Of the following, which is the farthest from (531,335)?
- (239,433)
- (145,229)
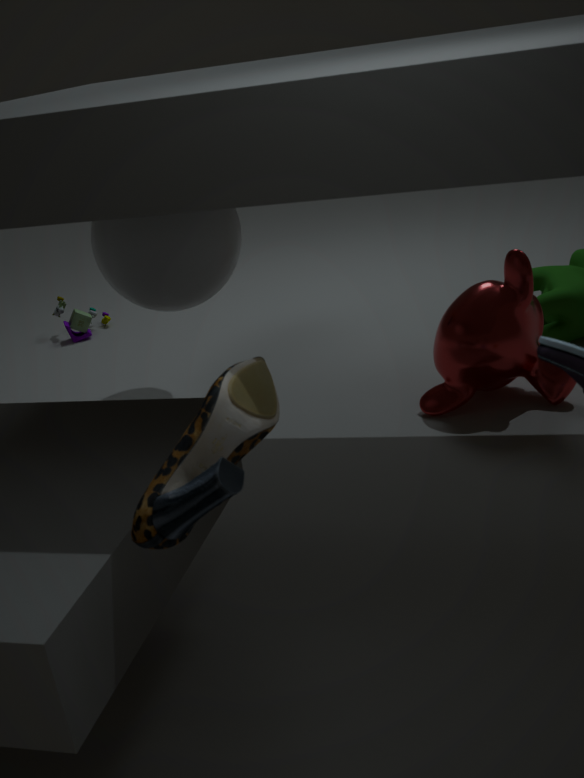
(239,433)
